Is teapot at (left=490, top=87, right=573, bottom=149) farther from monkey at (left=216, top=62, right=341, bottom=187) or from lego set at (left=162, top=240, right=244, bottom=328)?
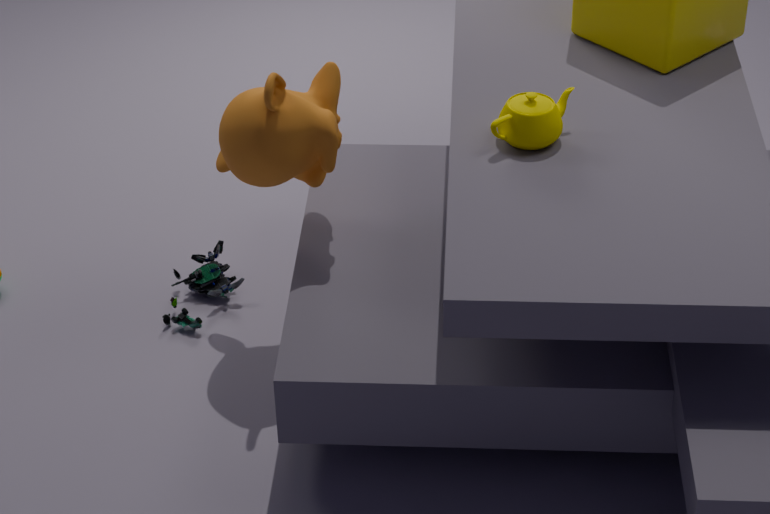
lego set at (left=162, top=240, right=244, bottom=328)
